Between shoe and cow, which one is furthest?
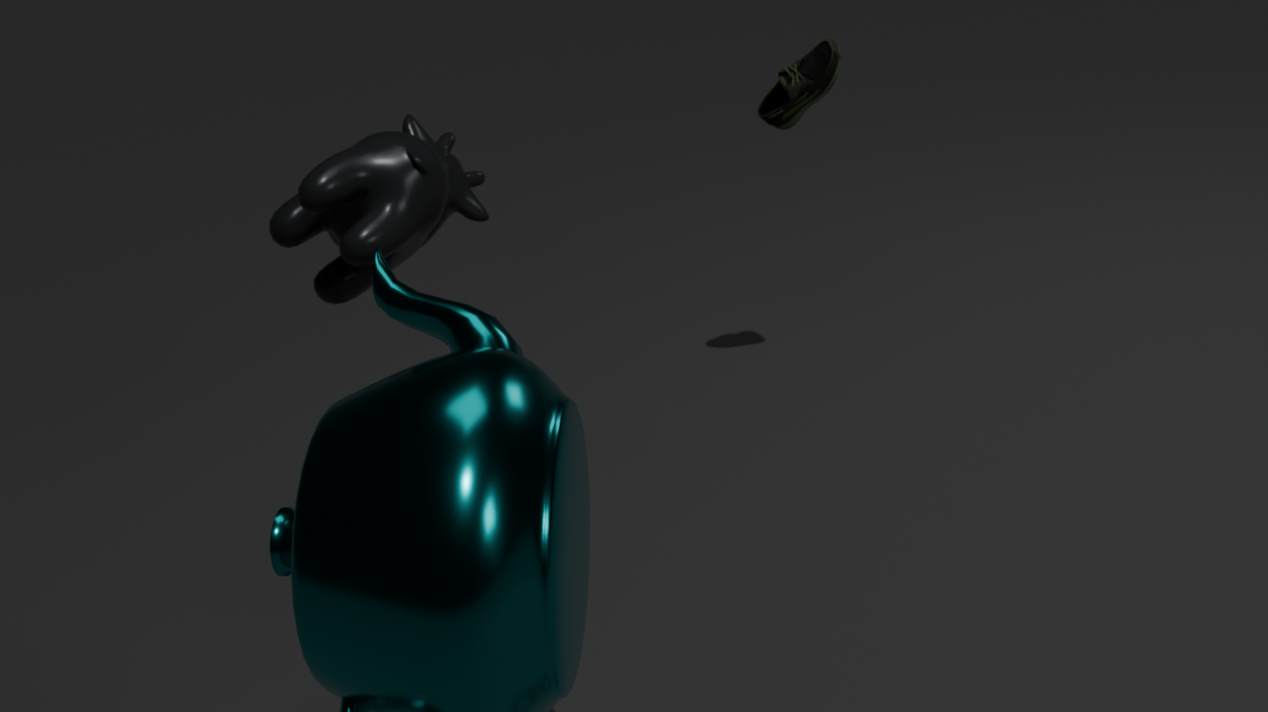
shoe
